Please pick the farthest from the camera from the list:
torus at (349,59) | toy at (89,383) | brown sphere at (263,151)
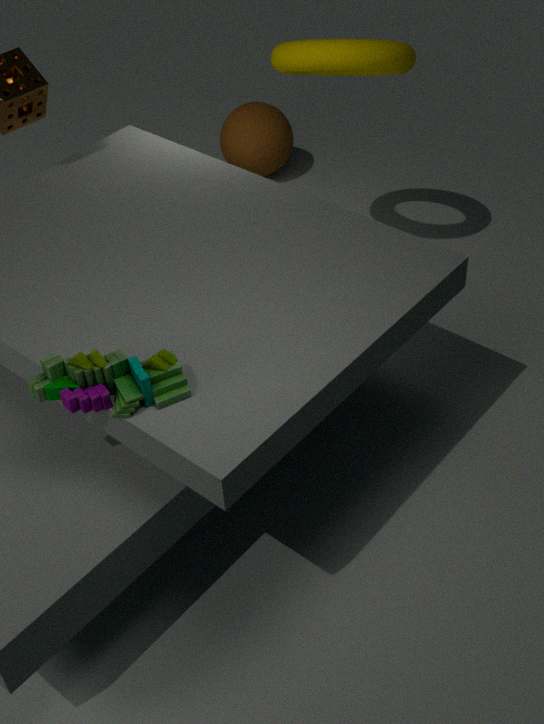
brown sphere at (263,151)
